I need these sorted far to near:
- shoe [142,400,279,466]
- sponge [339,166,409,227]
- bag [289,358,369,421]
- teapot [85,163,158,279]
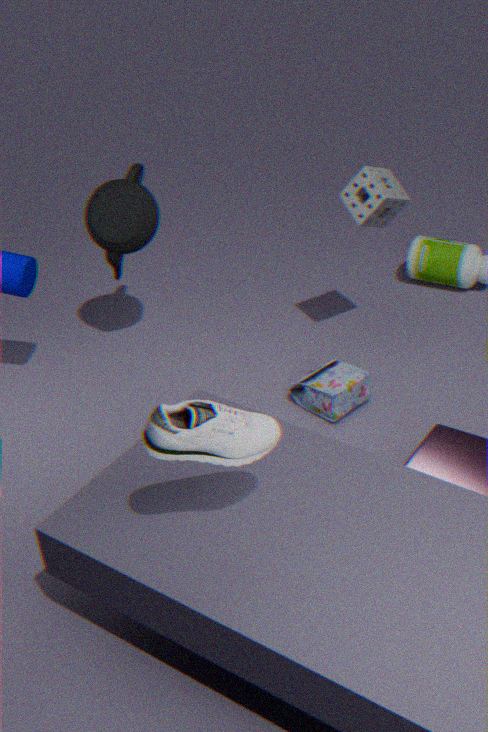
teapot [85,163,158,279] → bag [289,358,369,421] → sponge [339,166,409,227] → shoe [142,400,279,466]
